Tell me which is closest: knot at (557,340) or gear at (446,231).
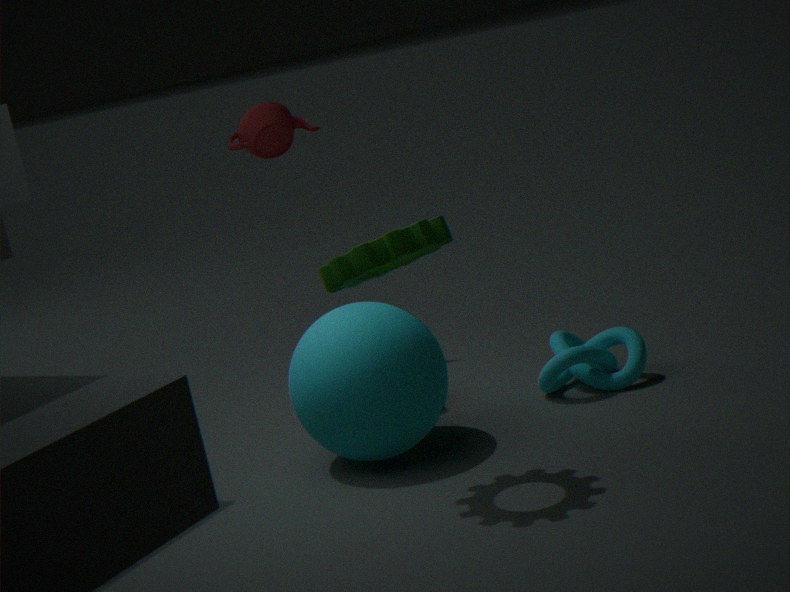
gear at (446,231)
